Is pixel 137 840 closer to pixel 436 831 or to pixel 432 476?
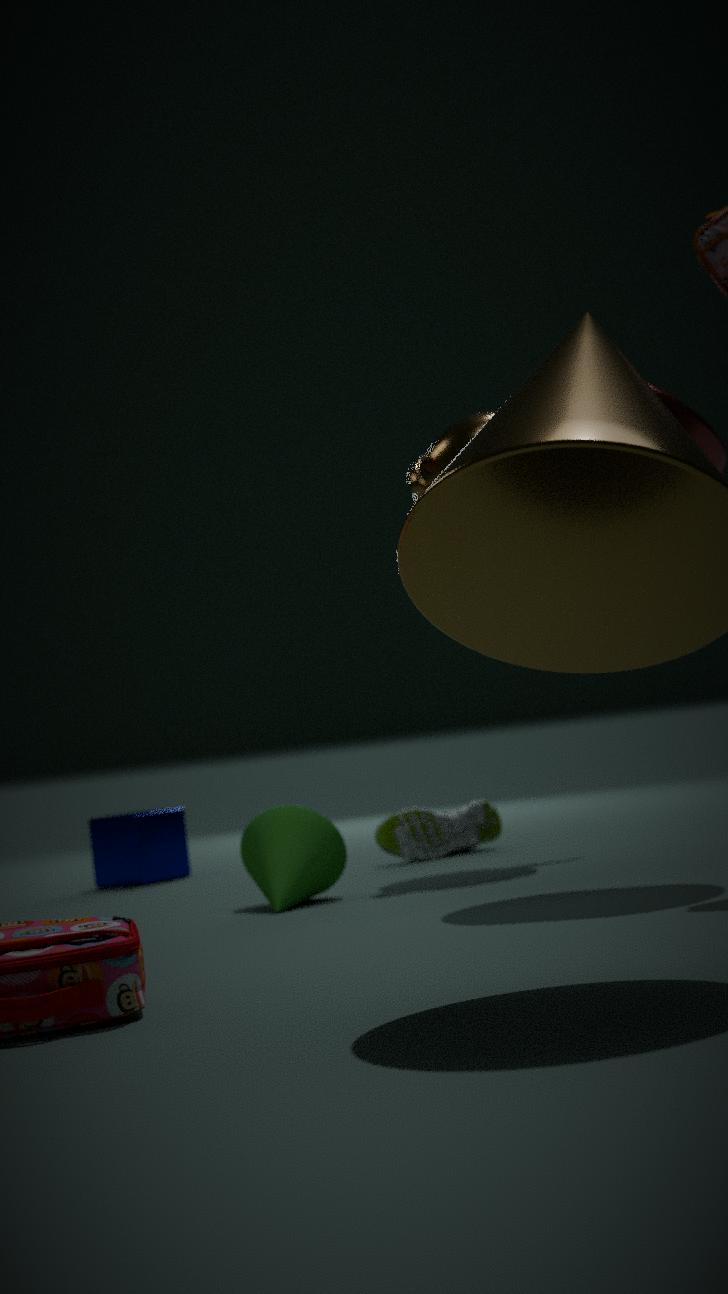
pixel 436 831
